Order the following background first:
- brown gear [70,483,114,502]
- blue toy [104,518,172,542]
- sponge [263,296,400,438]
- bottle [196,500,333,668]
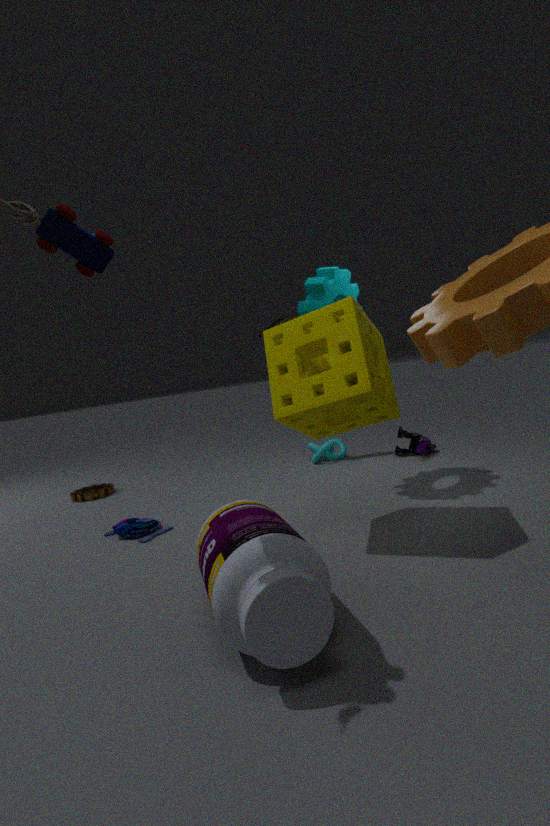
brown gear [70,483,114,502] → blue toy [104,518,172,542] → sponge [263,296,400,438] → bottle [196,500,333,668]
